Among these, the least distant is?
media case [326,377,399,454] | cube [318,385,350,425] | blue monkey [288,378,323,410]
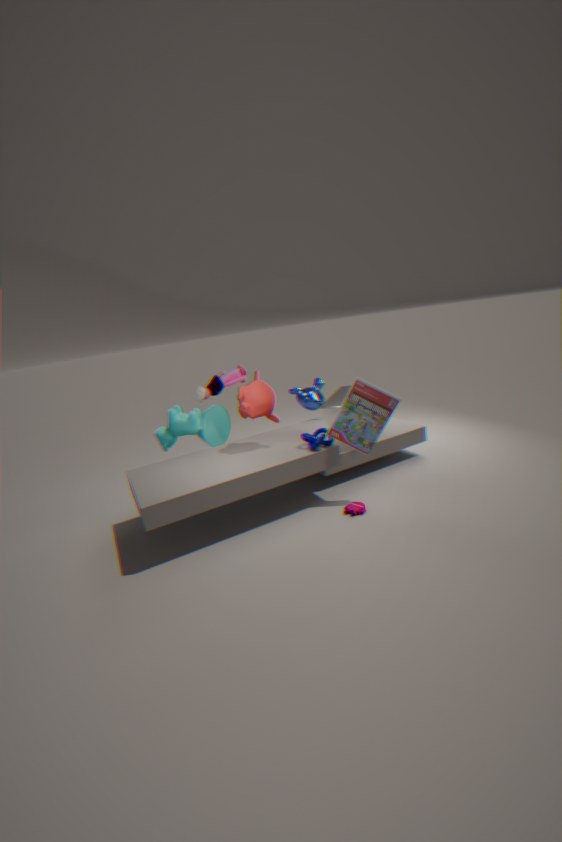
media case [326,377,399,454]
